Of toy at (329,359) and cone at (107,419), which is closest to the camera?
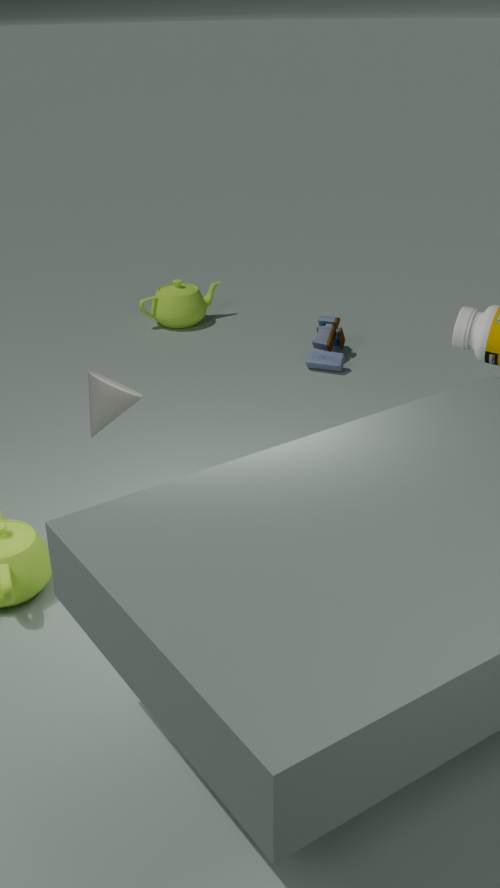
cone at (107,419)
